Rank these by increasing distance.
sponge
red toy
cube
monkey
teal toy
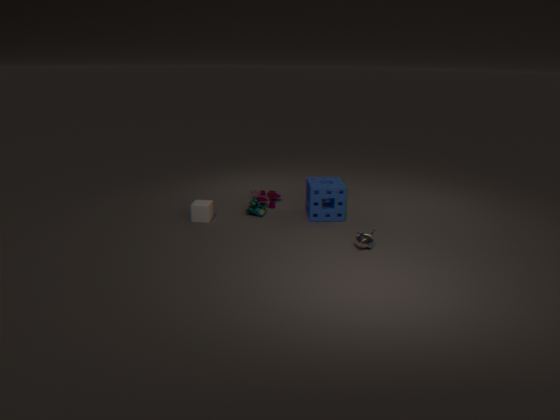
1. monkey
2. cube
3. sponge
4. teal toy
5. red toy
